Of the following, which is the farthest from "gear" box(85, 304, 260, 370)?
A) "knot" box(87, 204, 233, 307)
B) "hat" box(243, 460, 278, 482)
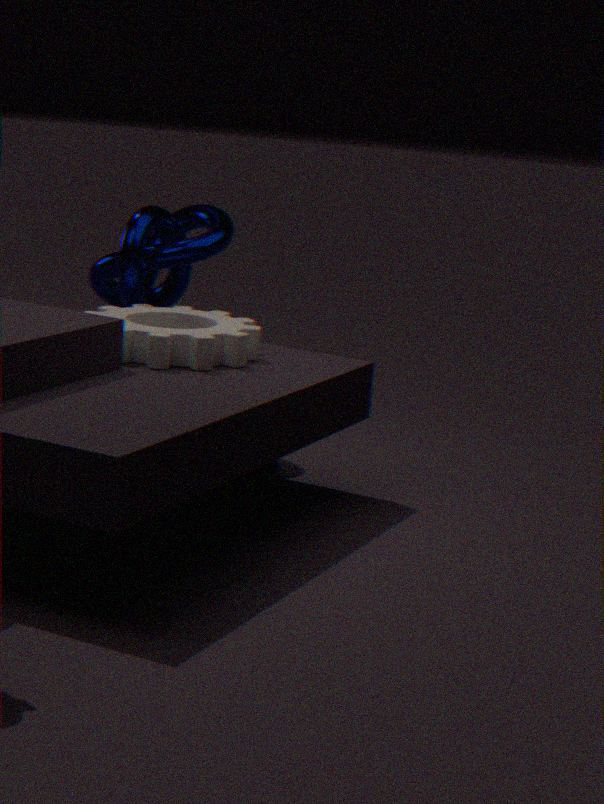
"hat" box(243, 460, 278, 482)
